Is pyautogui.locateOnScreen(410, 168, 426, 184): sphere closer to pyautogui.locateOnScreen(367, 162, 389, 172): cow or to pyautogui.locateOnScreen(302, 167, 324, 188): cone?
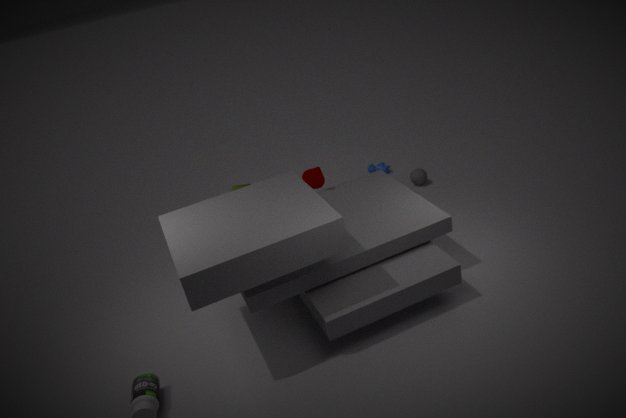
pyautogui.locateOnScreen(367, 162, 389, 172): cow
